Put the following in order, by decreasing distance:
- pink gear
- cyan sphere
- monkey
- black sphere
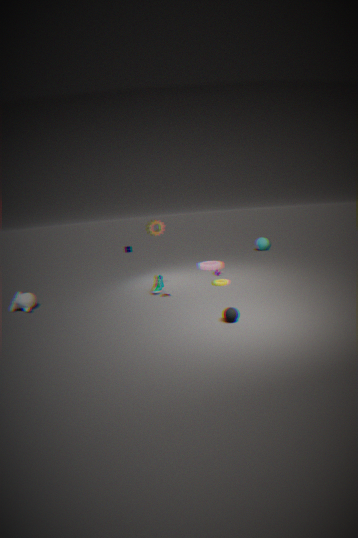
1. cyan sphere
2. pink gear
3. monkey
4. black sphere
